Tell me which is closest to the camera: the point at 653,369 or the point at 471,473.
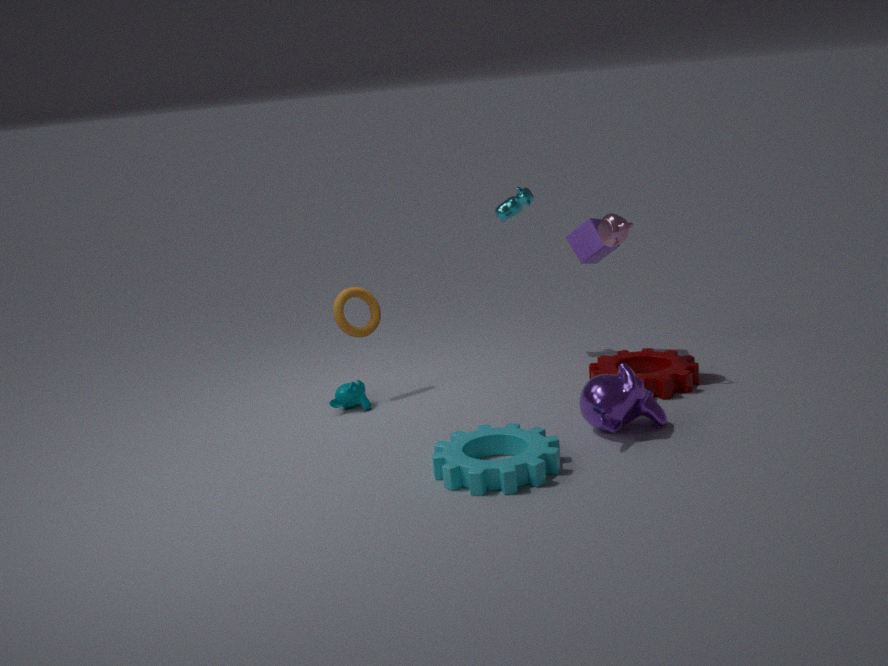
the point at 471,473
